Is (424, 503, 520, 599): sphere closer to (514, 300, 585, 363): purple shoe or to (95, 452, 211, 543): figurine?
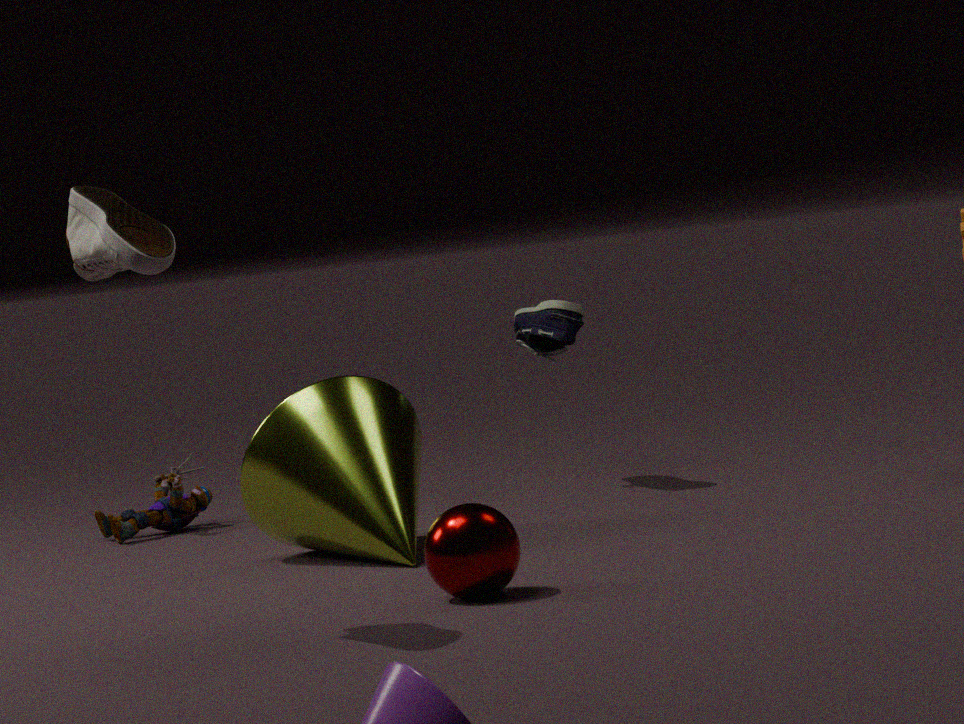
(514, 300, 585, 363): purple shoe
